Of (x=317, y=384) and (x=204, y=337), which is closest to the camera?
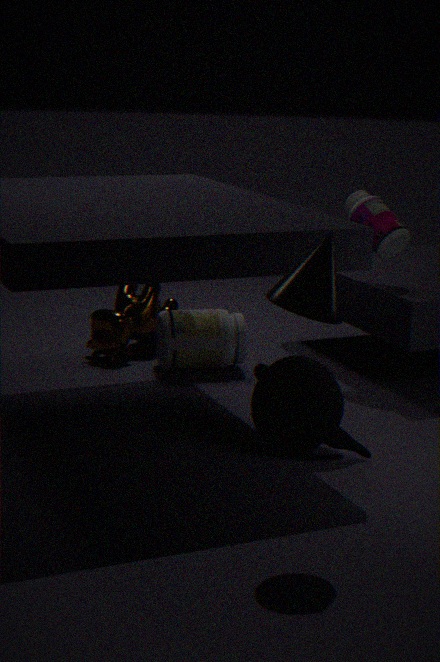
(x=317, y=384)
